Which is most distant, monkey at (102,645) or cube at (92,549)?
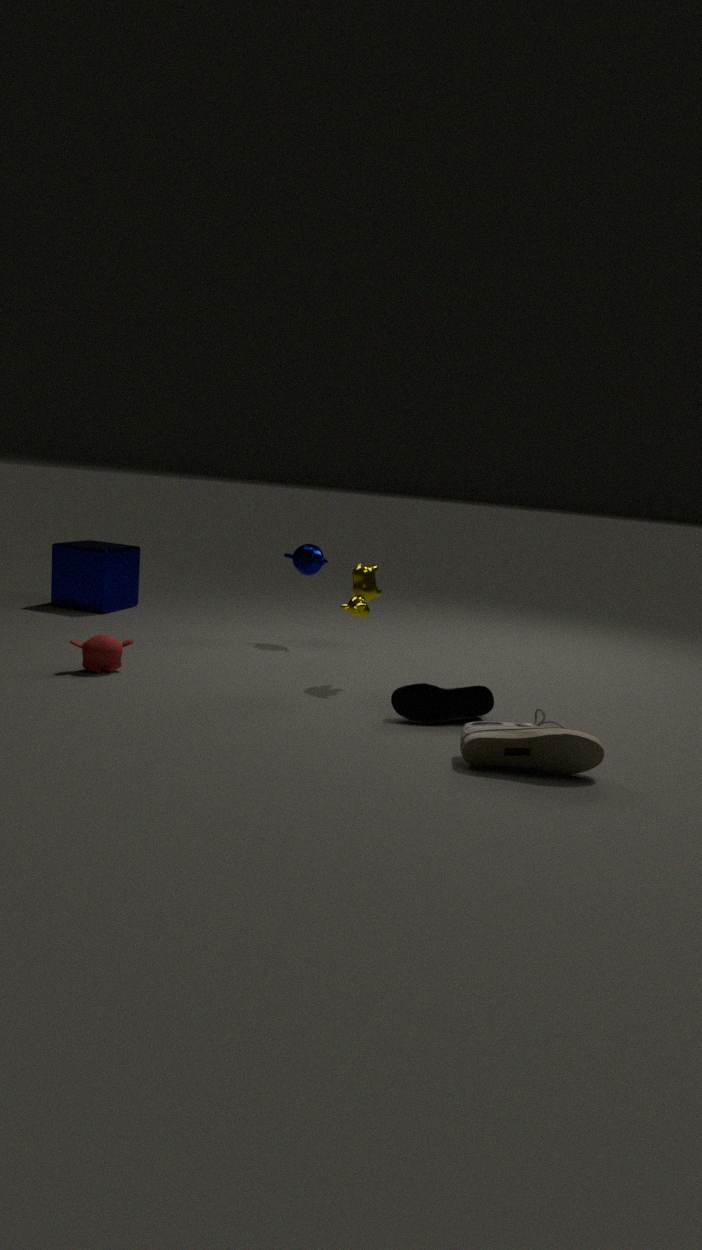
cube at (92,549)
